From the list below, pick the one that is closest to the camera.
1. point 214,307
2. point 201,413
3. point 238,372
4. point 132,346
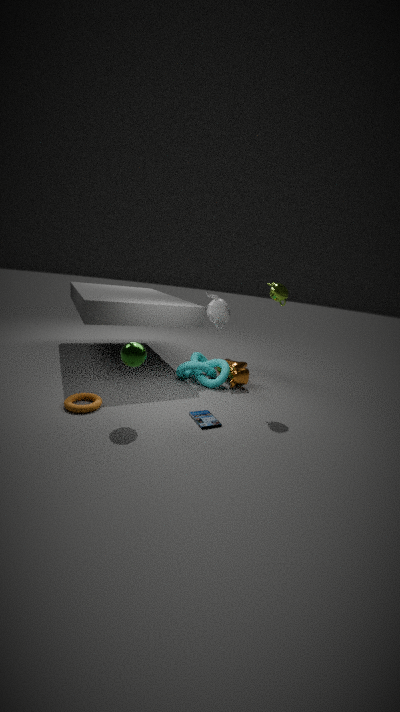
point 132,346
